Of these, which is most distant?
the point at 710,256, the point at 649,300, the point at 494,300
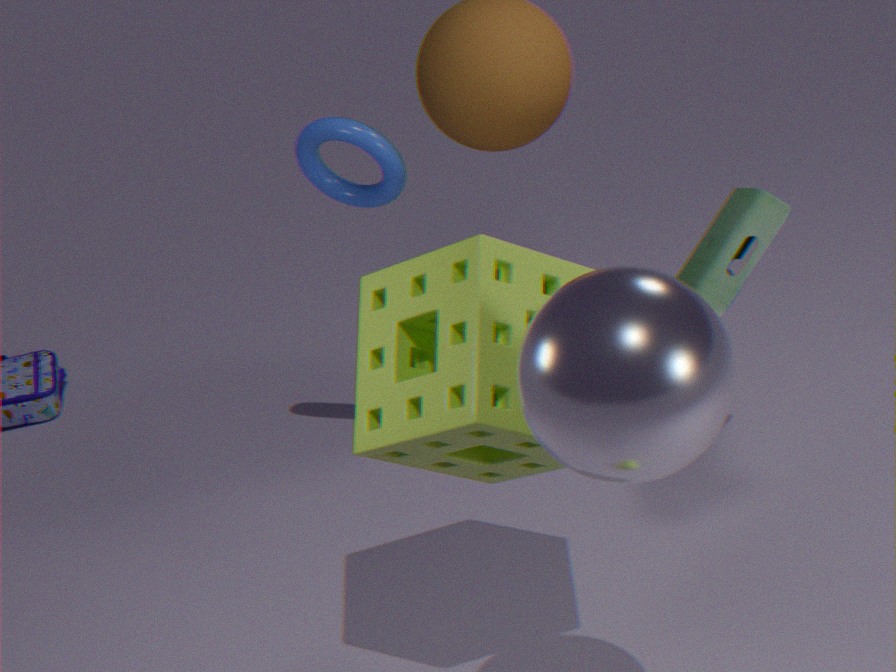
the point at 710,256
